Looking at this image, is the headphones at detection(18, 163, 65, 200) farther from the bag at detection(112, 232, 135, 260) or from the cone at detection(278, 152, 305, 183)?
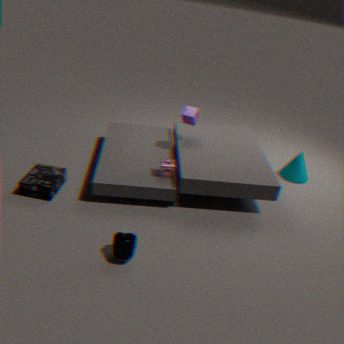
the cone at detection(278, 152, 305, 183)
